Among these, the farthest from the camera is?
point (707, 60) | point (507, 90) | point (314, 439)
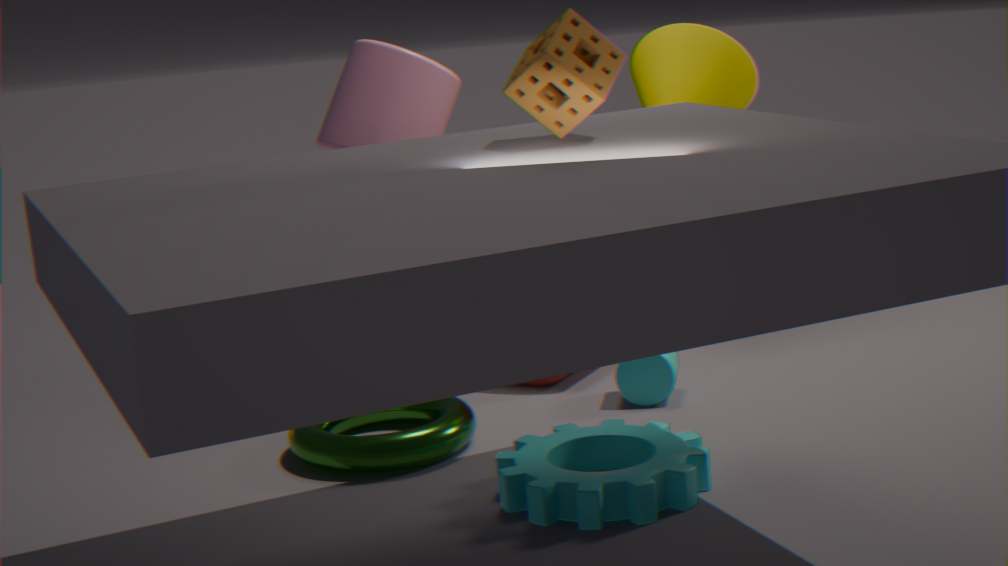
point (707, 60)
